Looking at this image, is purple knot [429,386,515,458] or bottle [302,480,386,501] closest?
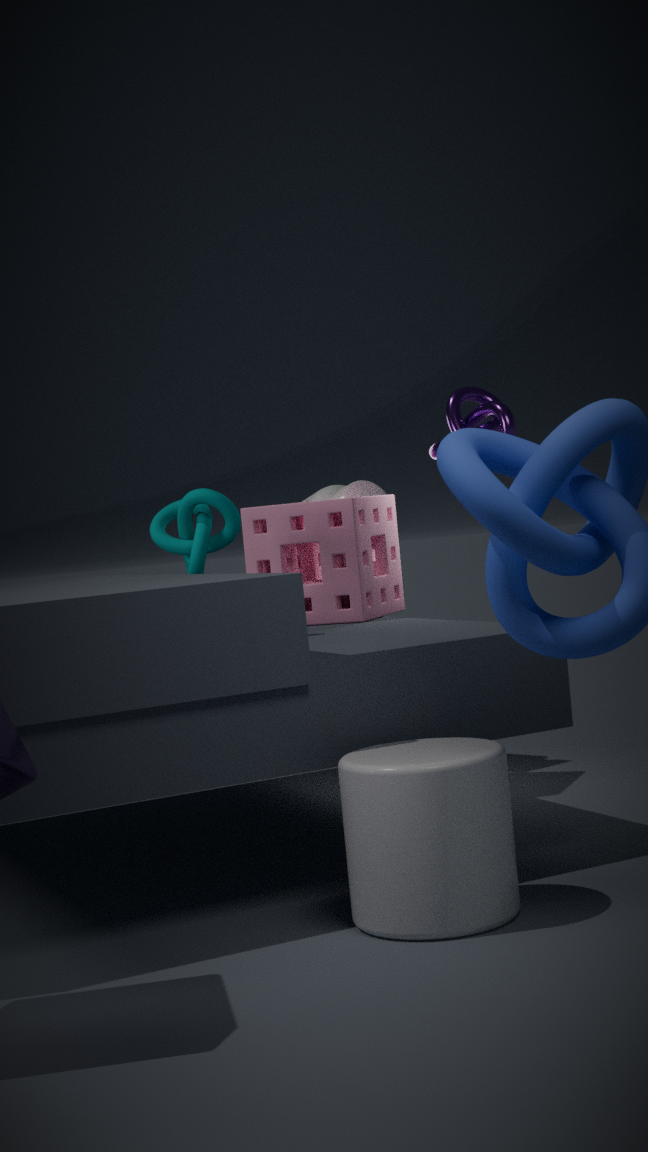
purple knot [429,386,515,458]
